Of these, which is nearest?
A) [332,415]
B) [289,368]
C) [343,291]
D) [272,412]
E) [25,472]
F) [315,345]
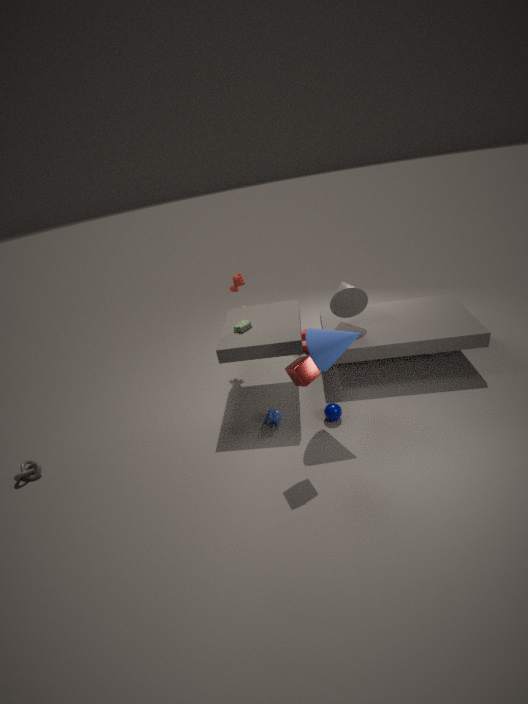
[289,368]
